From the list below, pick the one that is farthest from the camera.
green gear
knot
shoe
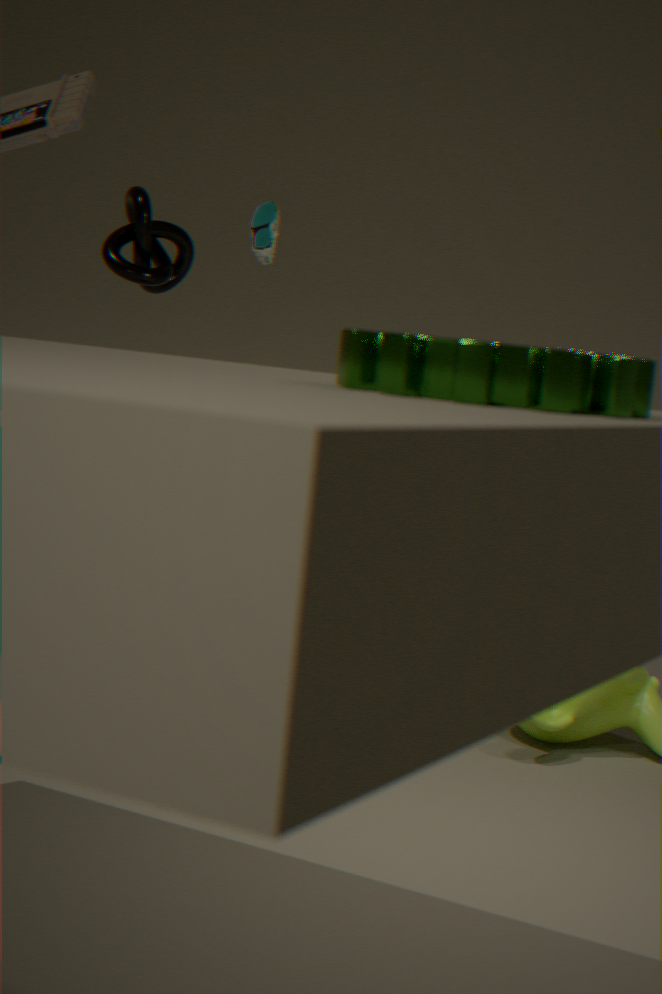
knot
